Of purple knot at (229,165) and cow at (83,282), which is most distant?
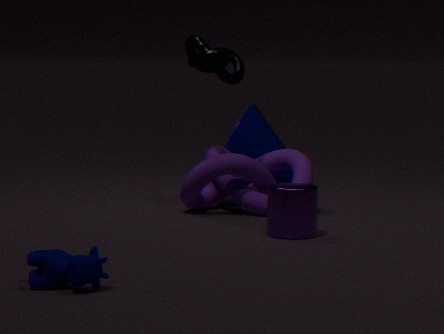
purple knot at (229,165)
